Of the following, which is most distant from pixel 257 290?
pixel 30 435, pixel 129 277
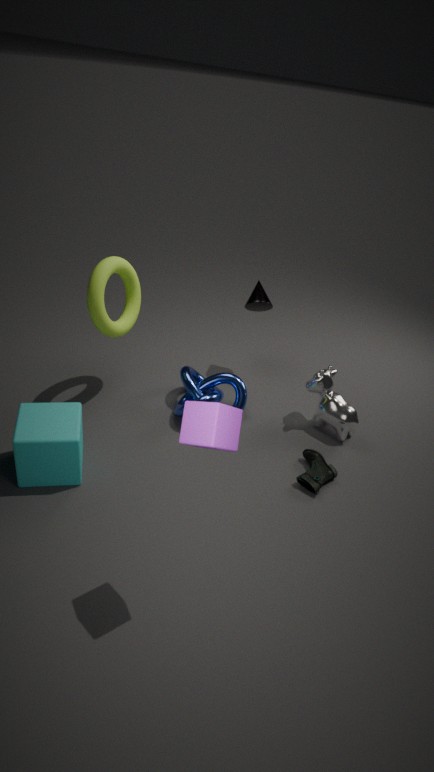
pixel 30 435
